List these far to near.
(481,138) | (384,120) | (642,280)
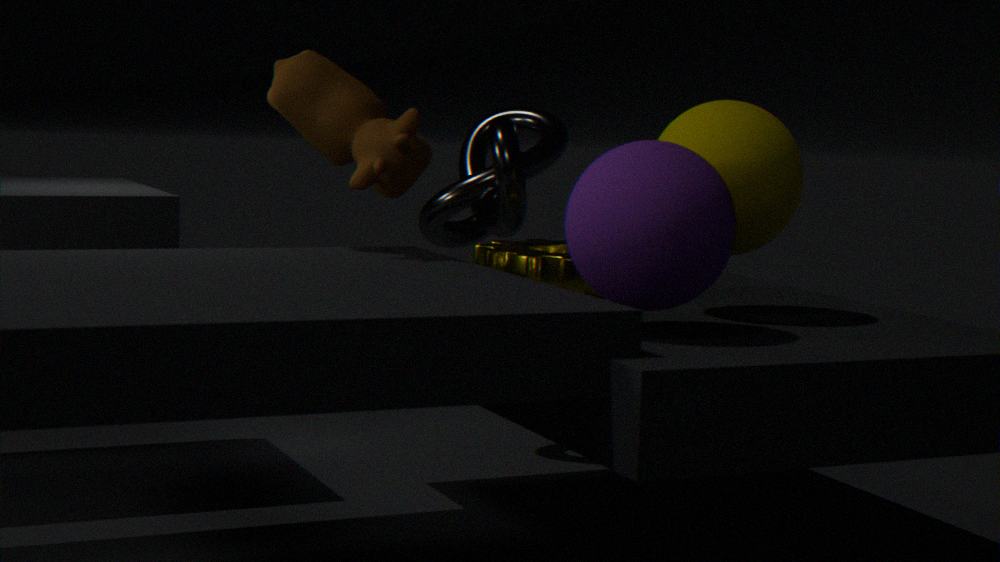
(481,138)
(384,120)
(642,280)
